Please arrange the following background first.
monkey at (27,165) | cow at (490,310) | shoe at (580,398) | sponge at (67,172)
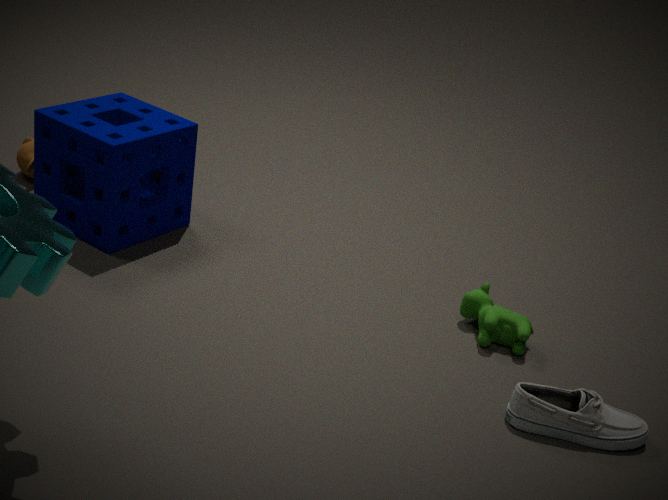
monkey at (27,165) → sponge at (67,172) → cow at (490,310) → shoe at (580,398)
